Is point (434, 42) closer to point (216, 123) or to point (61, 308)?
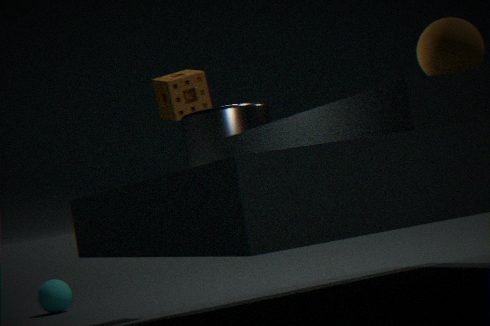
point (216, 123)
